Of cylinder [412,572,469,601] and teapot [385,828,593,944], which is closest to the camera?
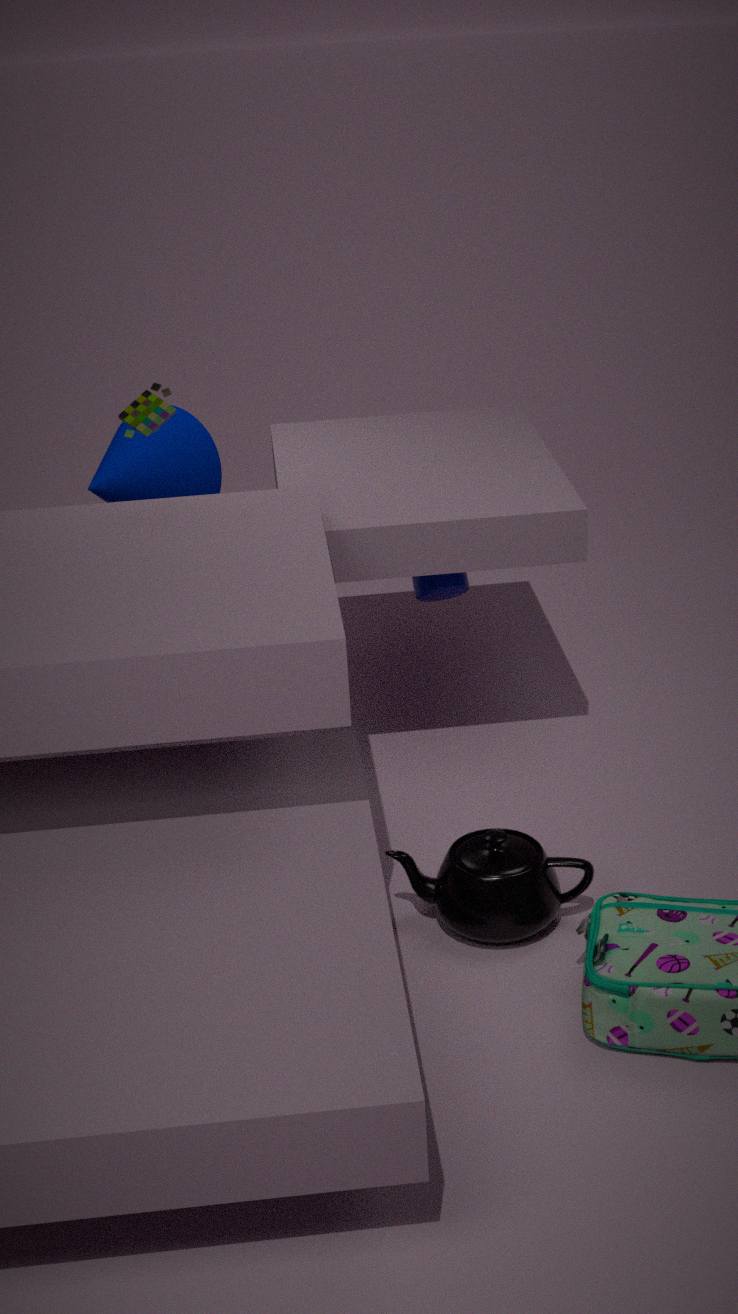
teapot [385,828,593,944]
